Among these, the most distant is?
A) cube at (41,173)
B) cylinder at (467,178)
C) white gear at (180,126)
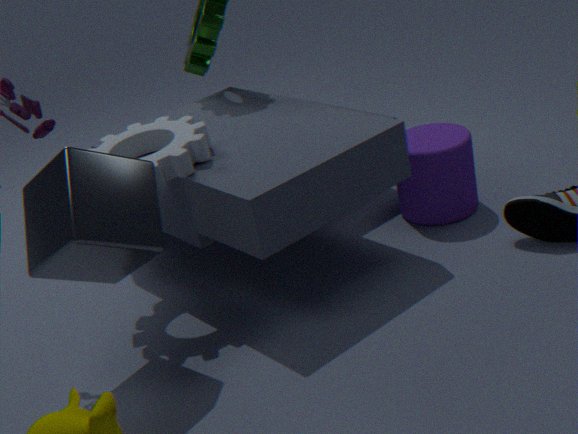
cylinder at (467,178)
